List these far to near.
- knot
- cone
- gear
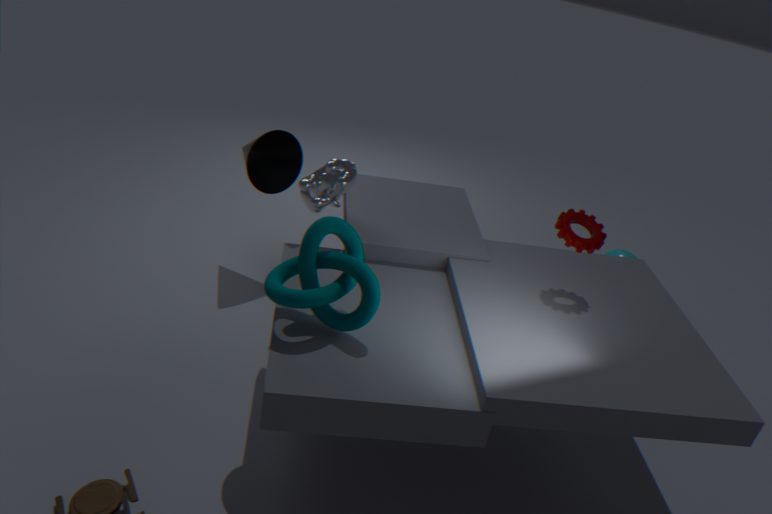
cone
gear
knot
